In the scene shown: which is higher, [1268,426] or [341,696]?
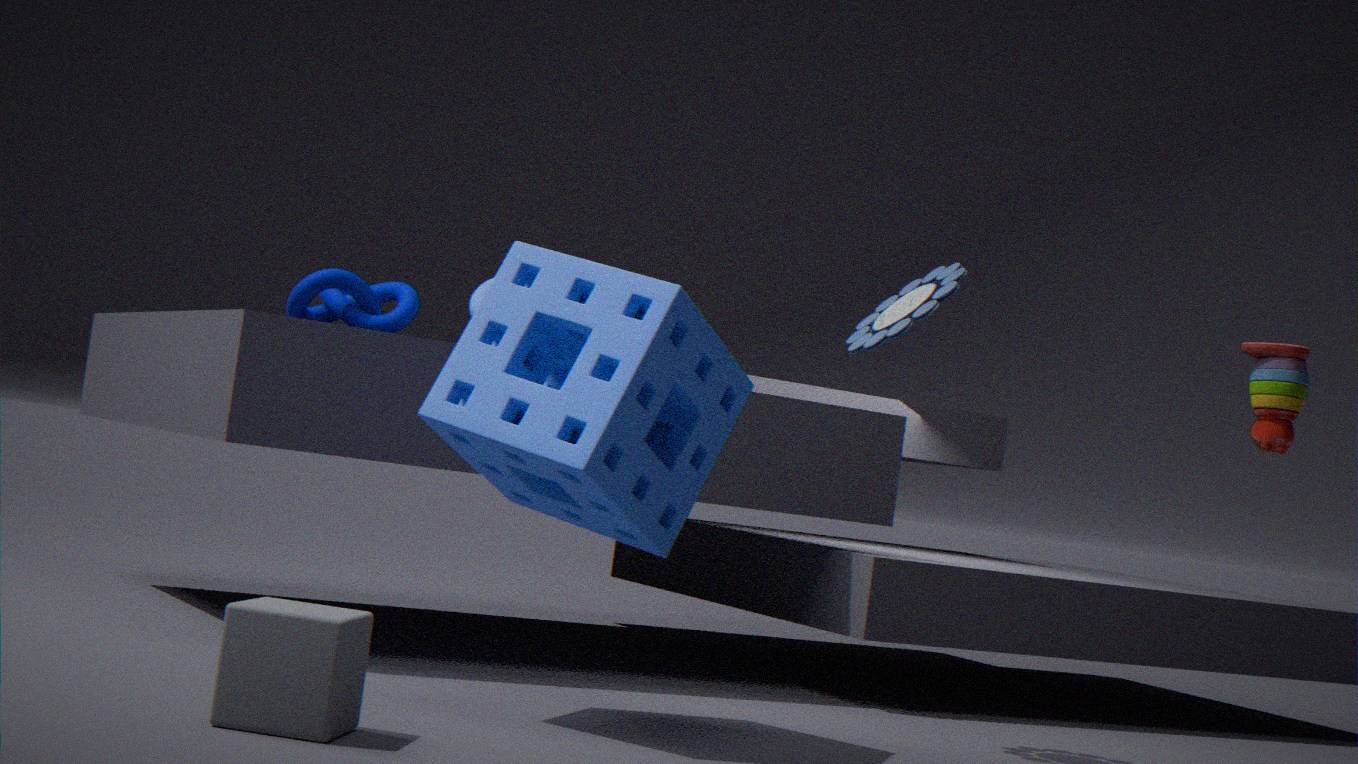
[1268,426]
